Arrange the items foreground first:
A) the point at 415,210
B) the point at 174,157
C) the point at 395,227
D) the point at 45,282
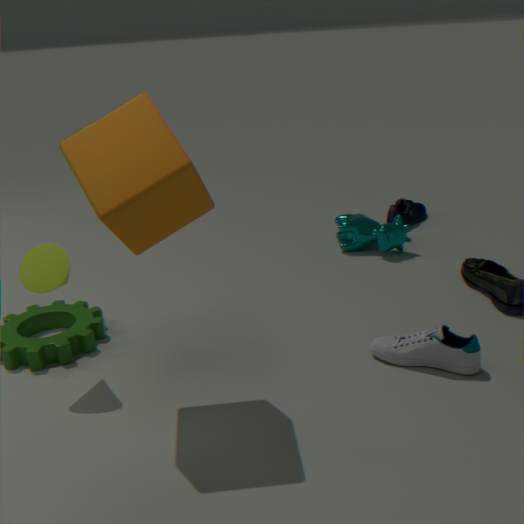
the point at 174,157, the point at 45,282, the point at 395,227, the point at 415,210
